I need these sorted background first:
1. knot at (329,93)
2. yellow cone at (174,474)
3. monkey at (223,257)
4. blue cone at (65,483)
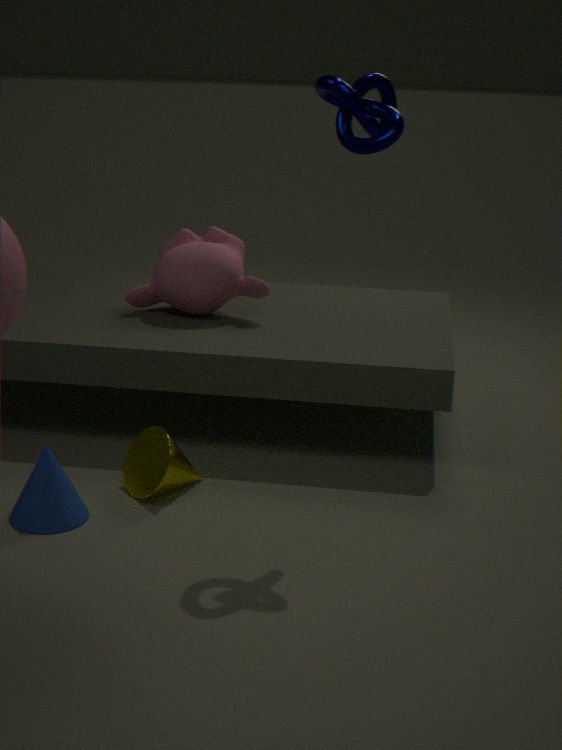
monkey at (223,257) → yellow cone at (174,474) → blue cone at (65,483) → knot at (329,93)
